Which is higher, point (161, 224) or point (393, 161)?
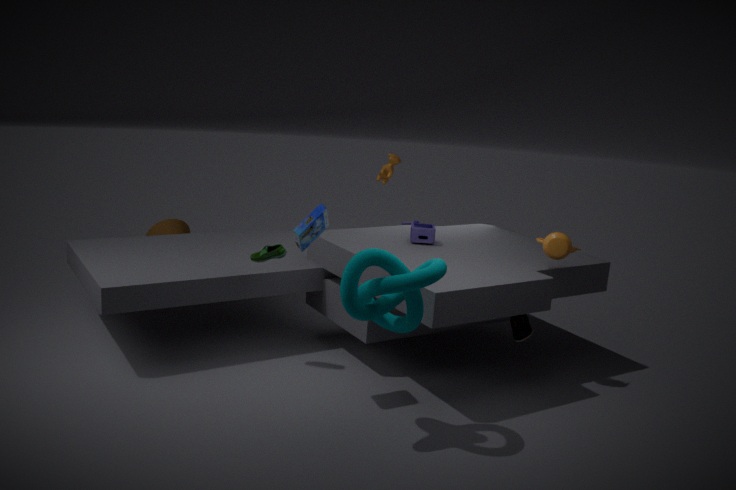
point (393, 161)
